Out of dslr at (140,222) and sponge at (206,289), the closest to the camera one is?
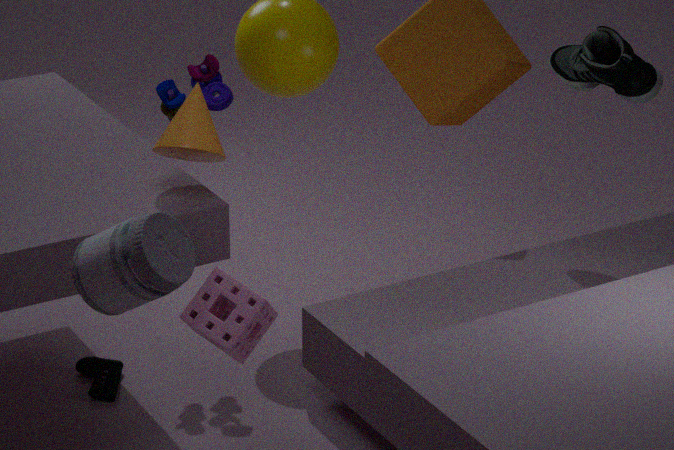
dslr at (140,222)
